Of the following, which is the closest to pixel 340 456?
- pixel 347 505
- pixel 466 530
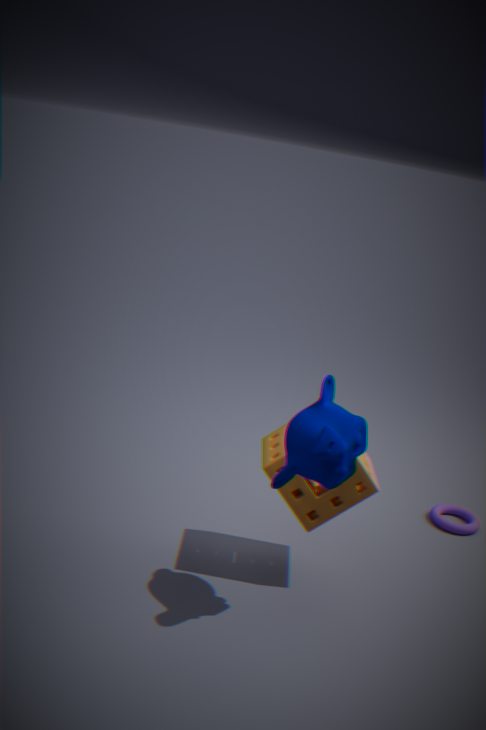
pixel 347 505
